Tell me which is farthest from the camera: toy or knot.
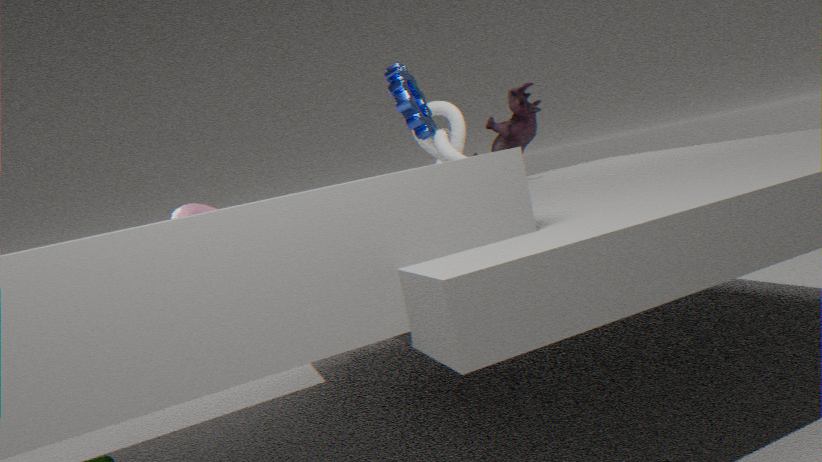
knot
